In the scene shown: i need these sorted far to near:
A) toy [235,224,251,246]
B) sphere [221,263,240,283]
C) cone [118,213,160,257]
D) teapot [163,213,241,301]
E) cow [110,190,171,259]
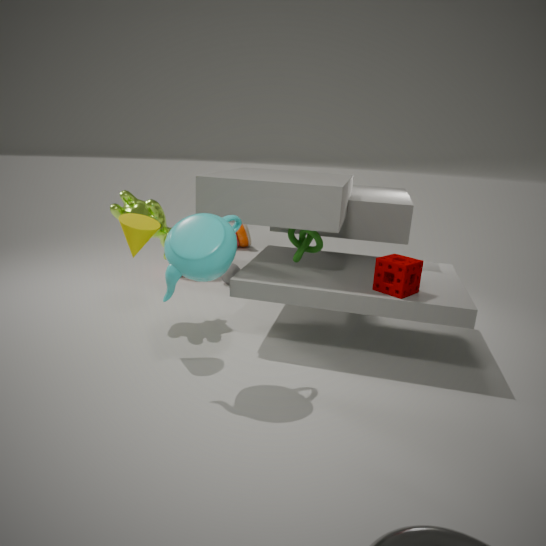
toy [235,224,251,246] < sphere [221,263,240,283] < cow [110,190,171,259] < cone [118,213,160,257] < teapot [163,213,241,301]
